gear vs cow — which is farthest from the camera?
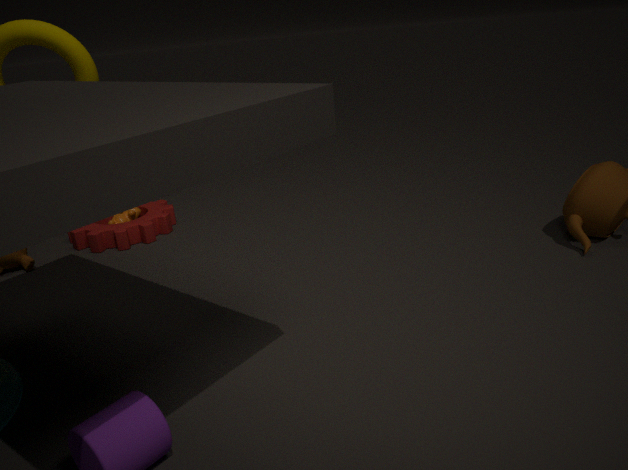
cow
